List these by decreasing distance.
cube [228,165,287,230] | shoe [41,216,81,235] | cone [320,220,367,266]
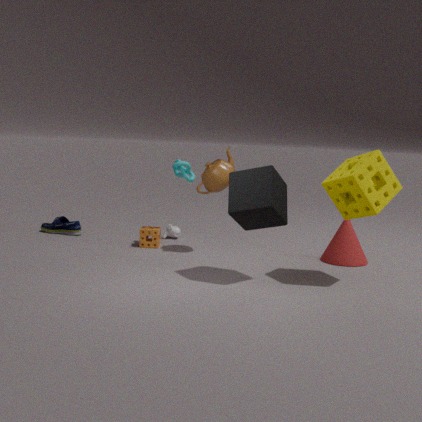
shoe [41,216,81,235]
cone [320,220,367,266]
cube [228,165,287,230]
